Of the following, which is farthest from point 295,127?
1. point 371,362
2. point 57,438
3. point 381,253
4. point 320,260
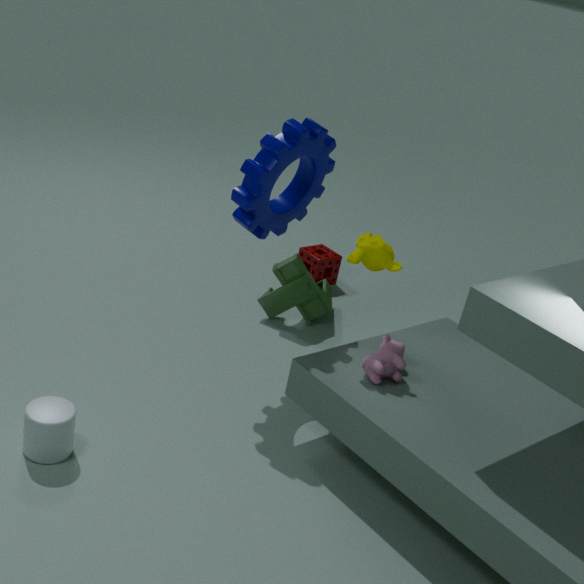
point 57,438
